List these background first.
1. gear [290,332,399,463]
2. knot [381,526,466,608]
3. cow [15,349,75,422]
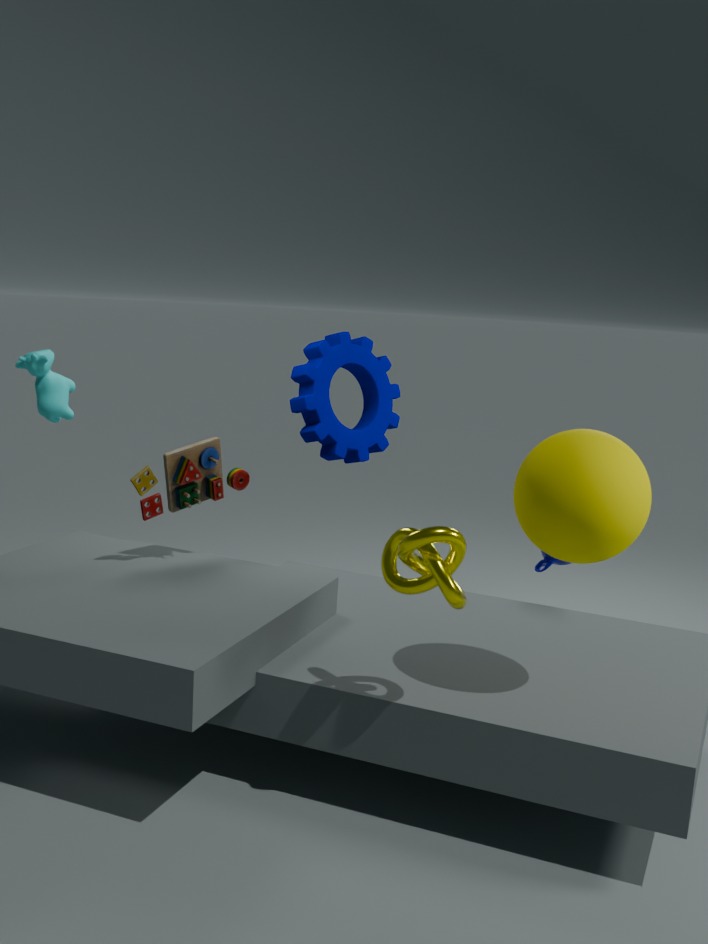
gear [290,332,399,463], cow [15,349,75,422], knot [381,526,466,608]
